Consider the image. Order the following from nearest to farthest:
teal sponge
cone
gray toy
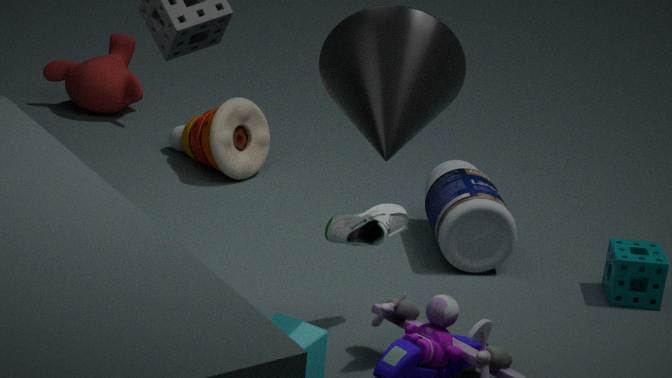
cone < teal sponge < gray toy
